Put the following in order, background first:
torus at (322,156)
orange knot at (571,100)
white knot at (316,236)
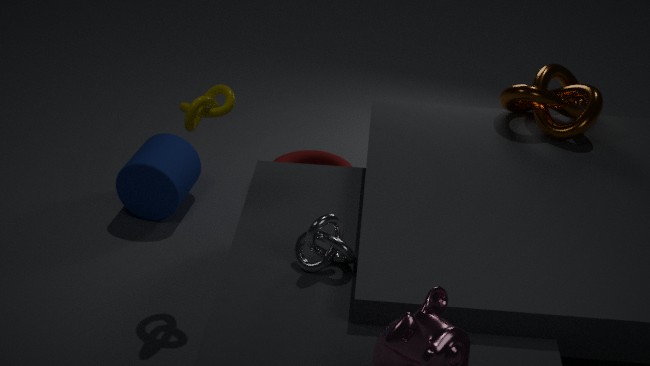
torus at (322,156)
orange knot at (571,100)
white knot at (316,236)
